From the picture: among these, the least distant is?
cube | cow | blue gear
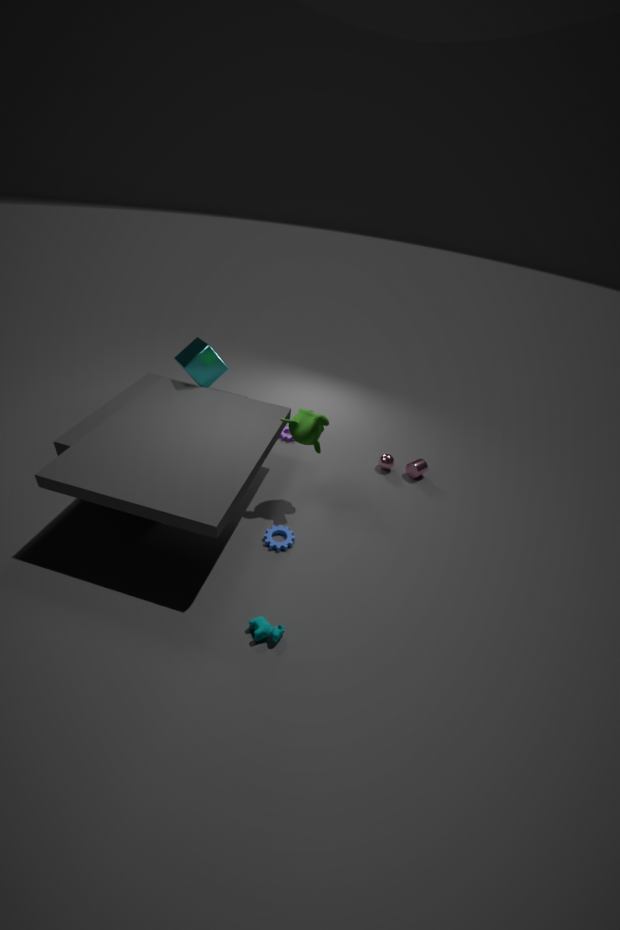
cow
